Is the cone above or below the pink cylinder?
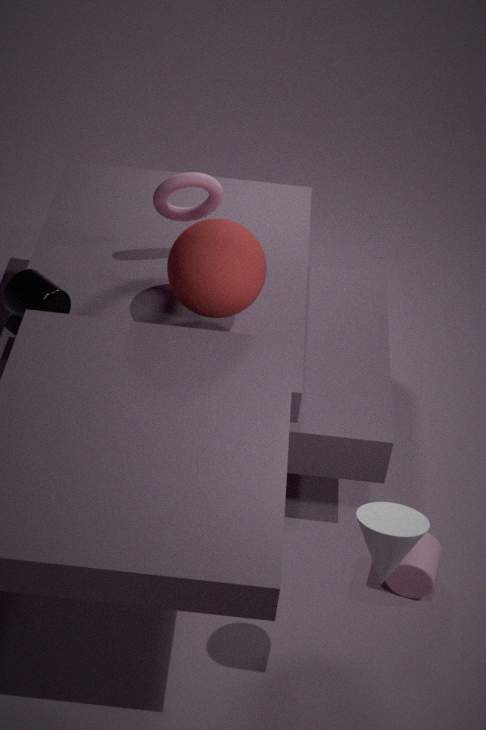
above
